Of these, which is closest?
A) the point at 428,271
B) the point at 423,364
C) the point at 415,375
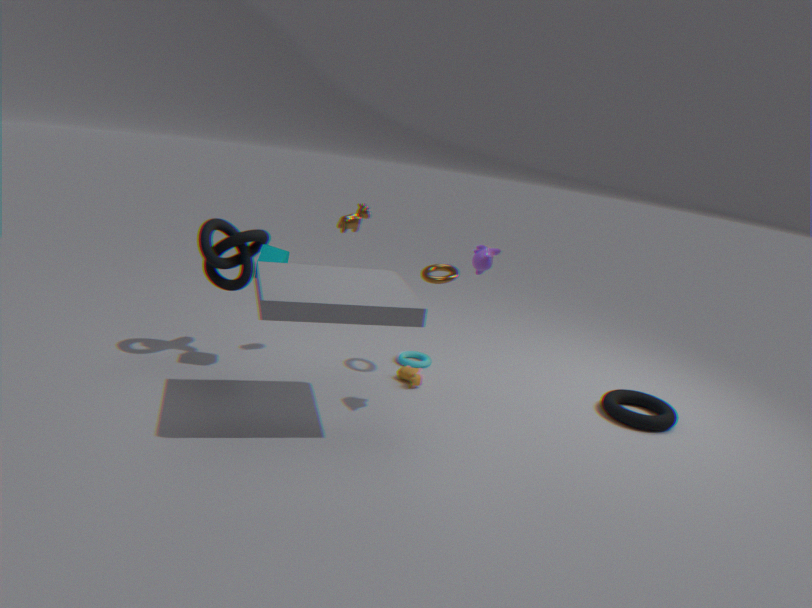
the point at 415,375
